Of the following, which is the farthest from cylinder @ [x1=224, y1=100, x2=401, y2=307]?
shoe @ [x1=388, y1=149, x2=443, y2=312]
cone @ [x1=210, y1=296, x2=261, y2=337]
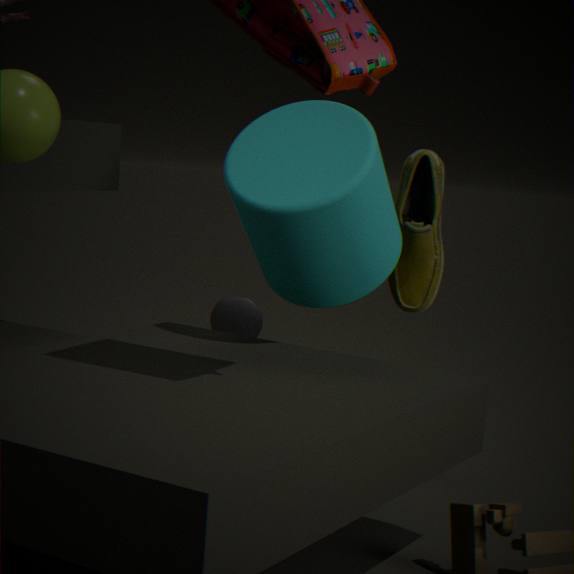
cone @ [x1=210, y1=296, x2=261, y2=337]
